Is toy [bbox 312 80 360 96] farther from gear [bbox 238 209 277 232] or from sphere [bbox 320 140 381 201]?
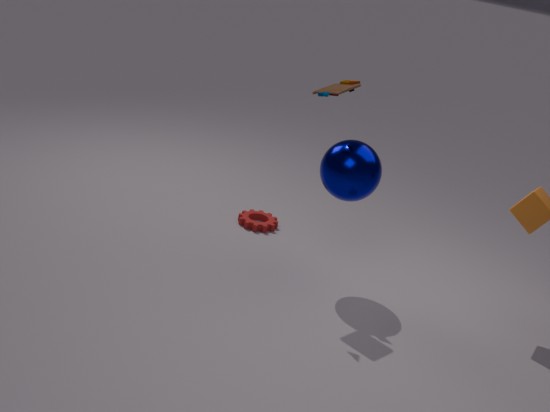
gear [bbox 238 209 277 232]
